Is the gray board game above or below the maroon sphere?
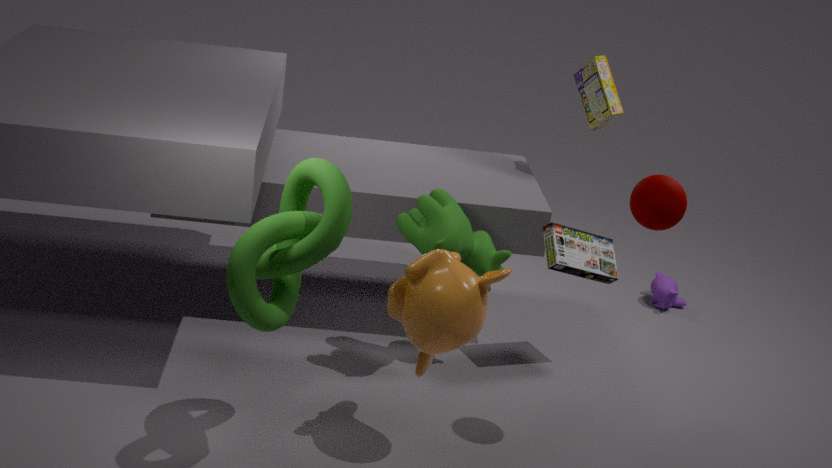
below
